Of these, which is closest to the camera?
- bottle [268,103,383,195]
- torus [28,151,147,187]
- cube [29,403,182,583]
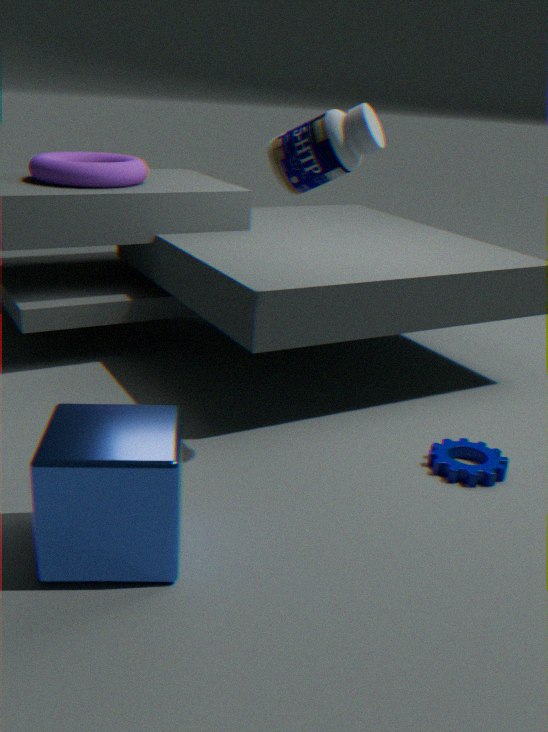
cube [29,403,182,583]
